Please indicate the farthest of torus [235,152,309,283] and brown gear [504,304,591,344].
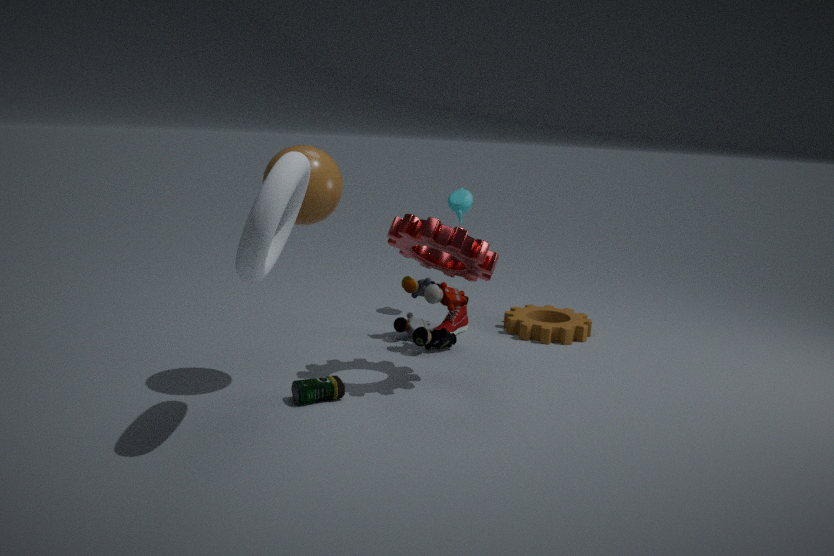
brown gear [504,304,591,344]
